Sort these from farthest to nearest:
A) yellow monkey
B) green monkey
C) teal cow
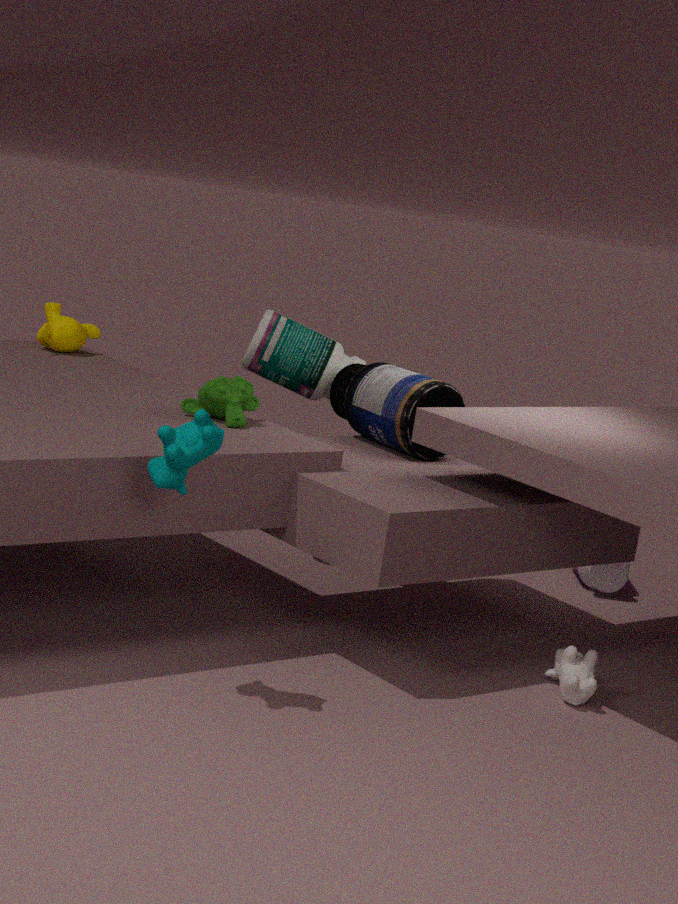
yellow monkey
green monkey
teal cow
